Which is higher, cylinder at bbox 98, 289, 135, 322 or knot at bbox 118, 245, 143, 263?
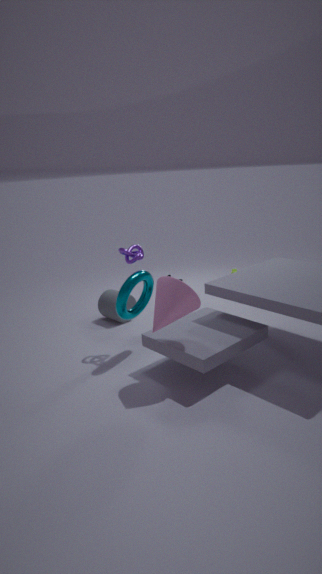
knot at bbox 118, 245, 143, 263
